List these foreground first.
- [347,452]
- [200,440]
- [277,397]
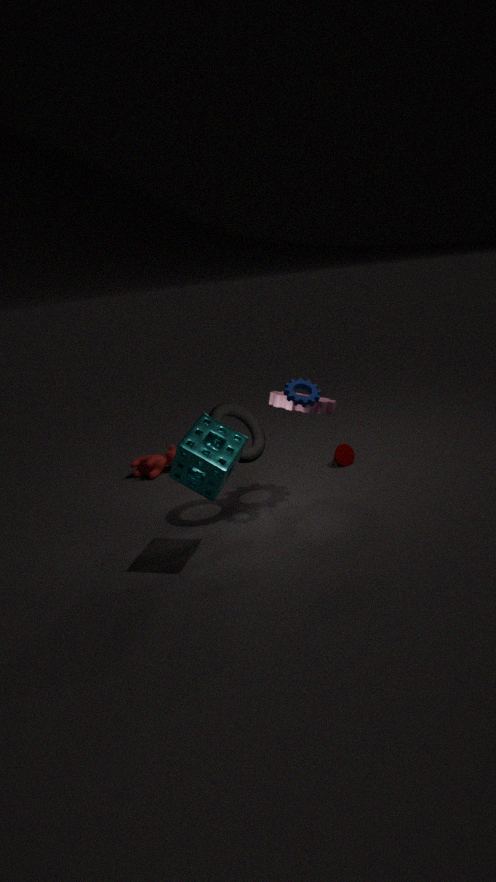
[200,440] < [277,397] < [347,452]
